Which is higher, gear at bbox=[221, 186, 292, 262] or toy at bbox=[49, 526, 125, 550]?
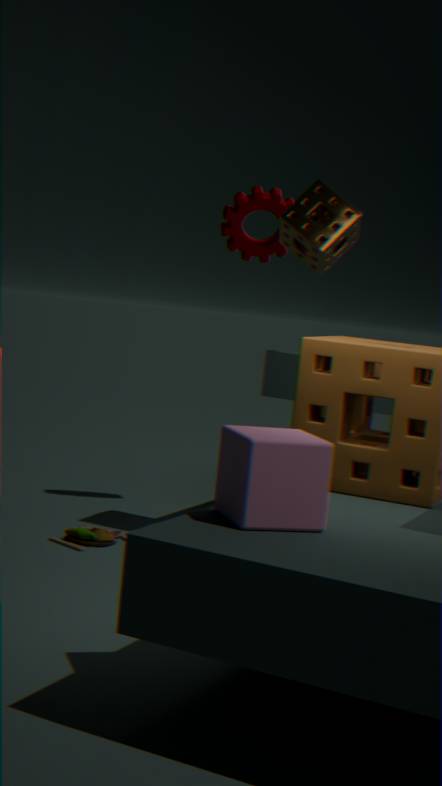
gear at bbox=[221, 186, 292, 262]
